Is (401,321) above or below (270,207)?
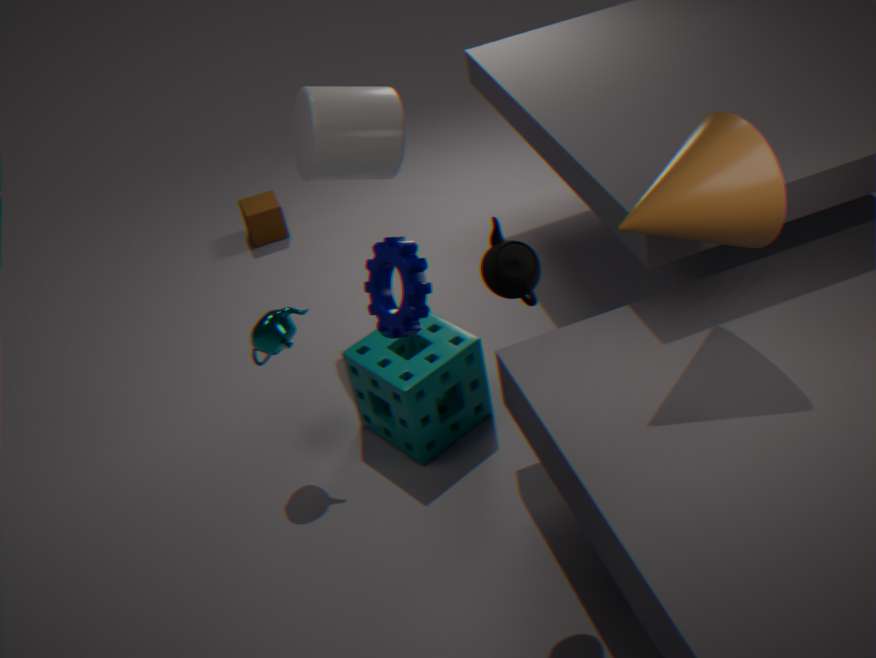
above
